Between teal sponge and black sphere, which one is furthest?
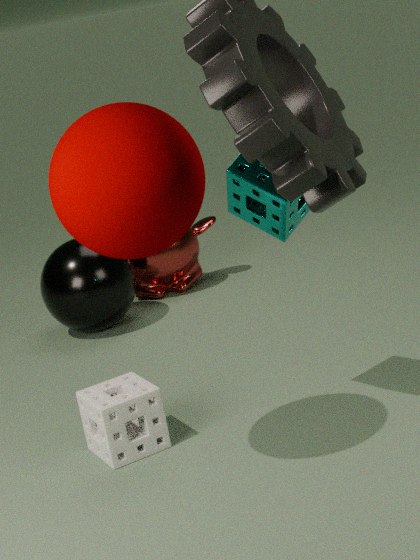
black sphere
